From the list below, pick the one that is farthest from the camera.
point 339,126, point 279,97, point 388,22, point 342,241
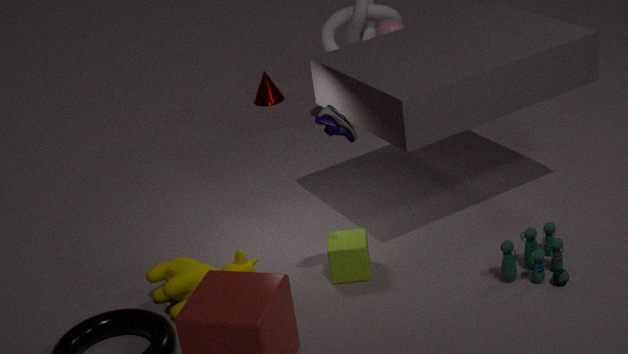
point 279,97
